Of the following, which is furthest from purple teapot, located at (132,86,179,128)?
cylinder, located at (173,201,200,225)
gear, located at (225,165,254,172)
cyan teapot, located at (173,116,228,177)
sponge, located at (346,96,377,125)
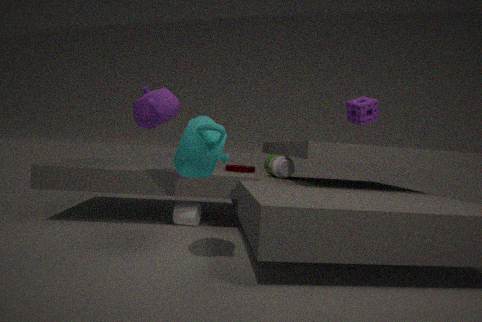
sponge, located at (346,96,377,125)
